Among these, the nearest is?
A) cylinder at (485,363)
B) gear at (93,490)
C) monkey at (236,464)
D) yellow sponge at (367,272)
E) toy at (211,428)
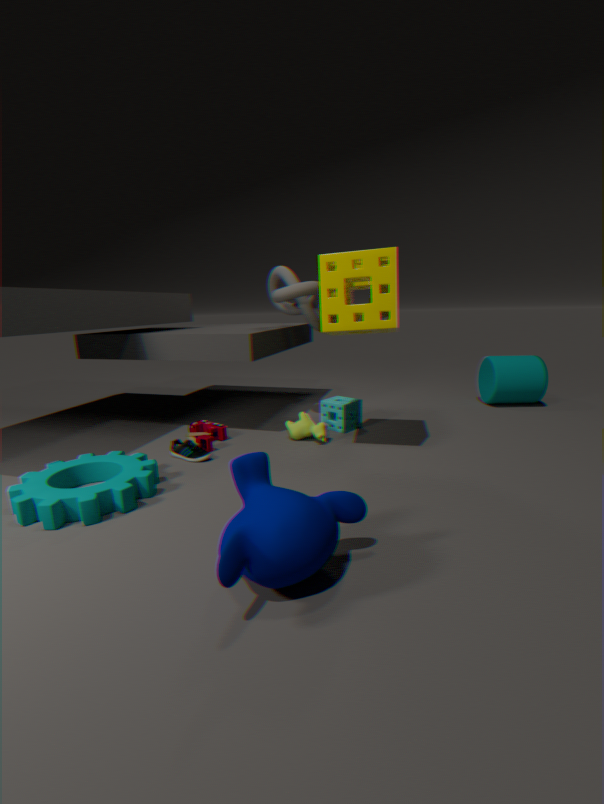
monkey at (236,464)
